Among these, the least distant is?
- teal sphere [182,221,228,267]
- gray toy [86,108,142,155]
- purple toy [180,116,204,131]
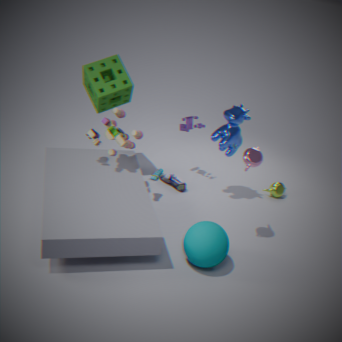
teal sphere [182,221,228,267]
